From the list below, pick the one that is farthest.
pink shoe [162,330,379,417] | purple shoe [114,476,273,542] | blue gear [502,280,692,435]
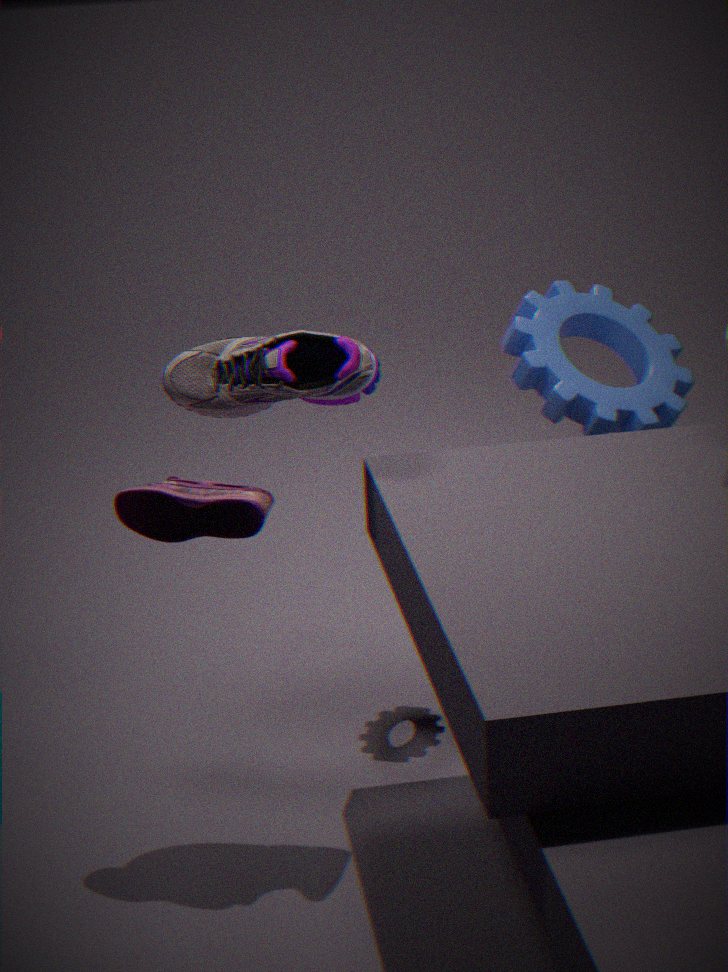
blue gear [502,280,692,435]
